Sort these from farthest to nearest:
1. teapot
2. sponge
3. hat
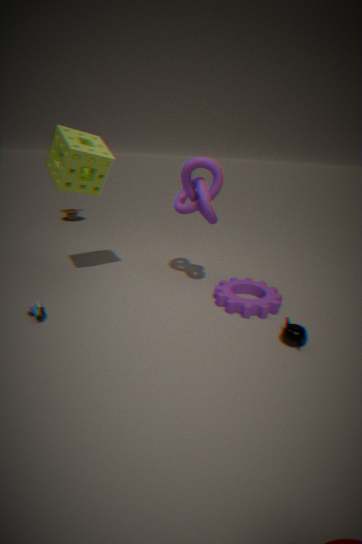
hat < sponge < teapot
